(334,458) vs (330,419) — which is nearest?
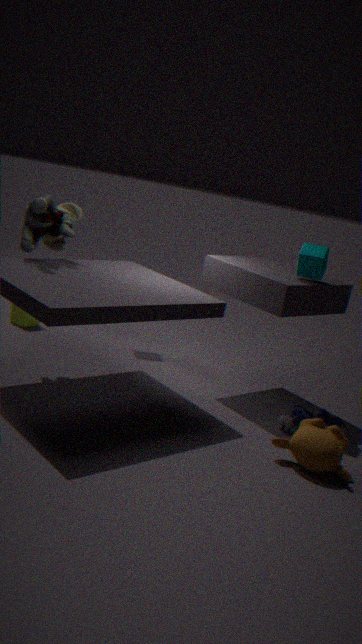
(334,458)
